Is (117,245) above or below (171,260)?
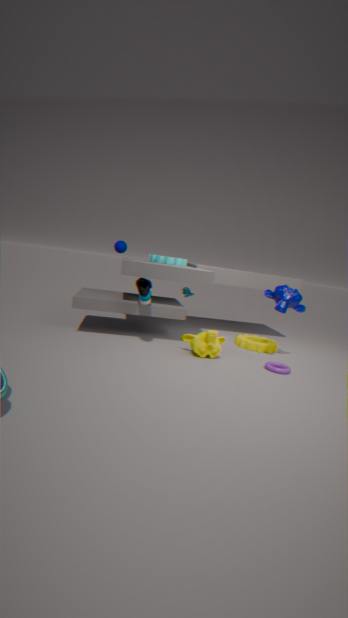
above
